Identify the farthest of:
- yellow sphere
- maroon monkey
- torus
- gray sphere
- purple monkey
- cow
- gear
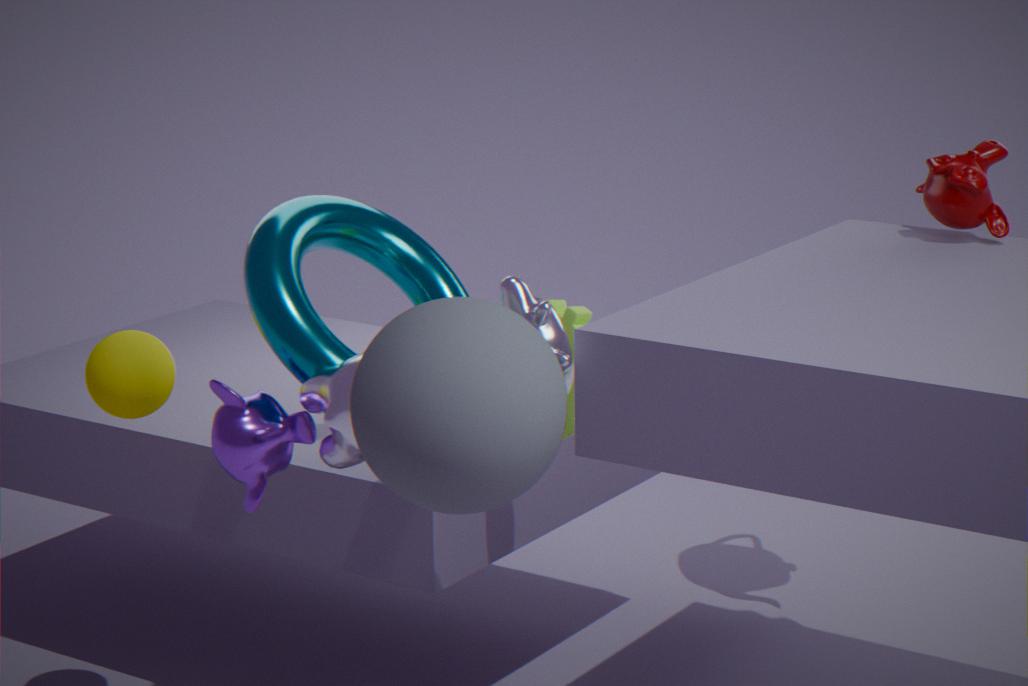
maroon monkey
